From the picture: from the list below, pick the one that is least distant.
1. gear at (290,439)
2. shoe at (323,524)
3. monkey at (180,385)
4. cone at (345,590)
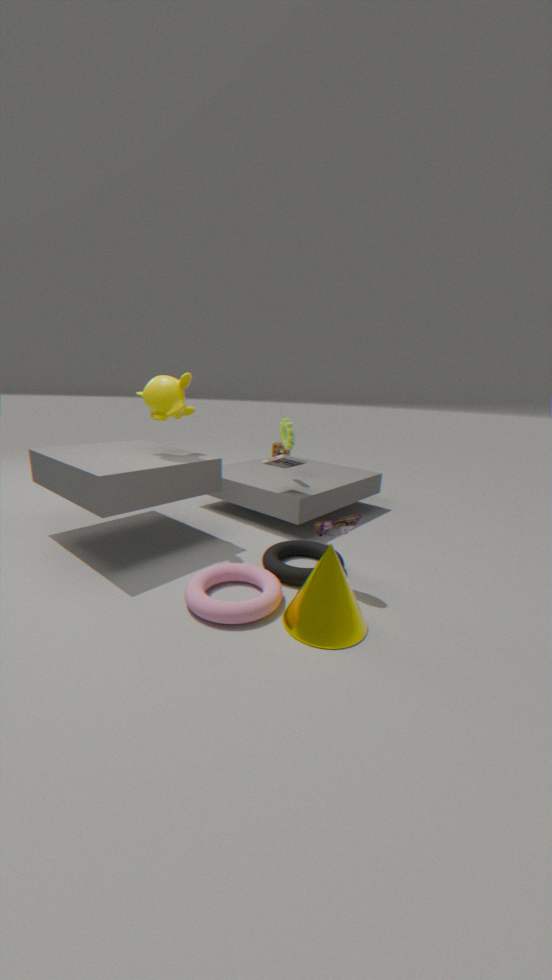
cone at (345,590)
